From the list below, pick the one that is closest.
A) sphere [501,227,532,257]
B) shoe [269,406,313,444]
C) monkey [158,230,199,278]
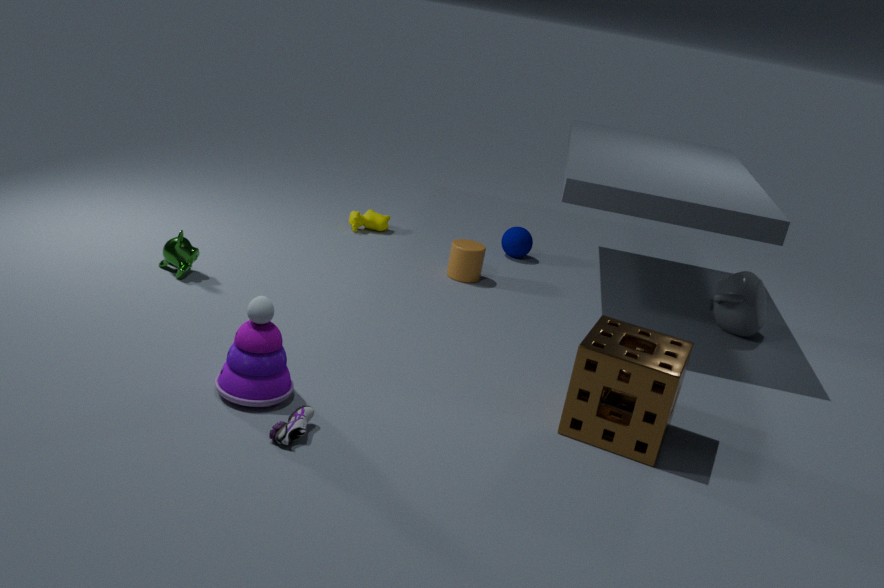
shoe [269,406,313,444]
